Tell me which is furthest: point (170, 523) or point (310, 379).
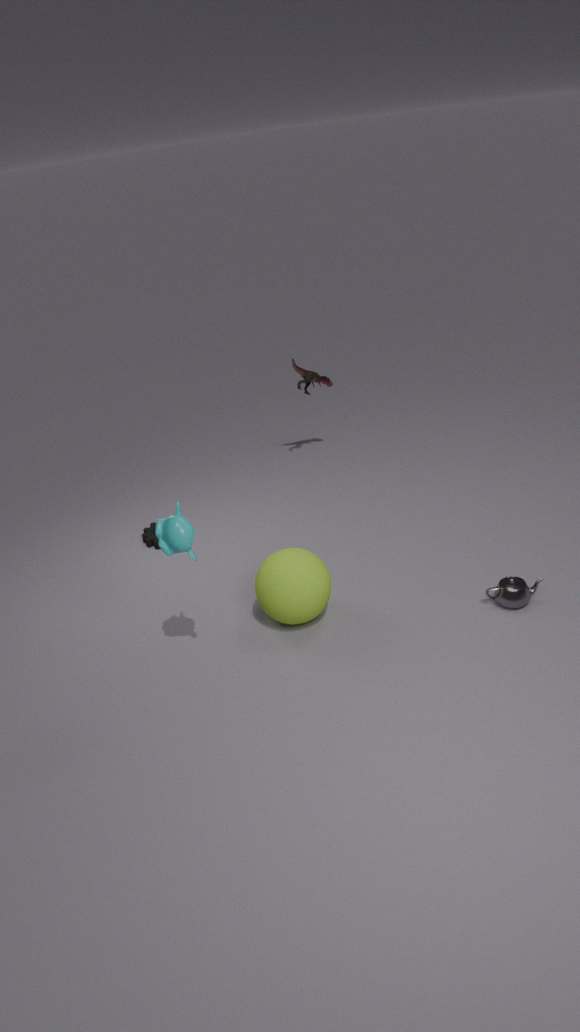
point (310, 379)
